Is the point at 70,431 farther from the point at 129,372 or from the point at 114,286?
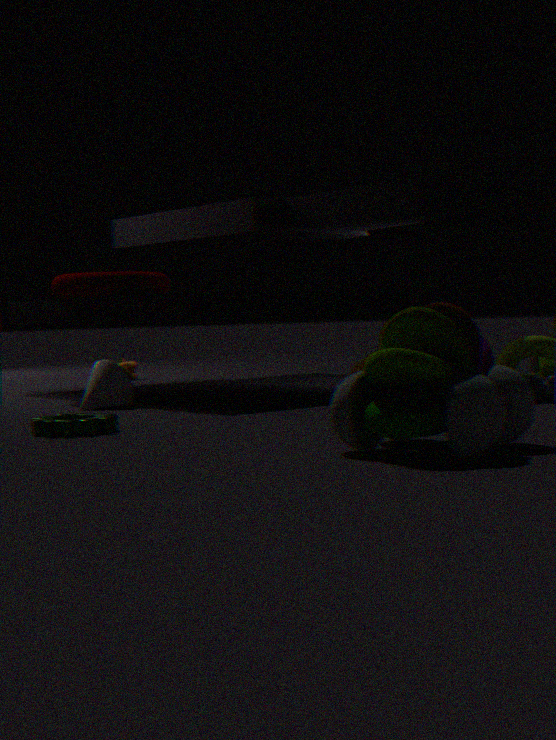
the point at 129,372
